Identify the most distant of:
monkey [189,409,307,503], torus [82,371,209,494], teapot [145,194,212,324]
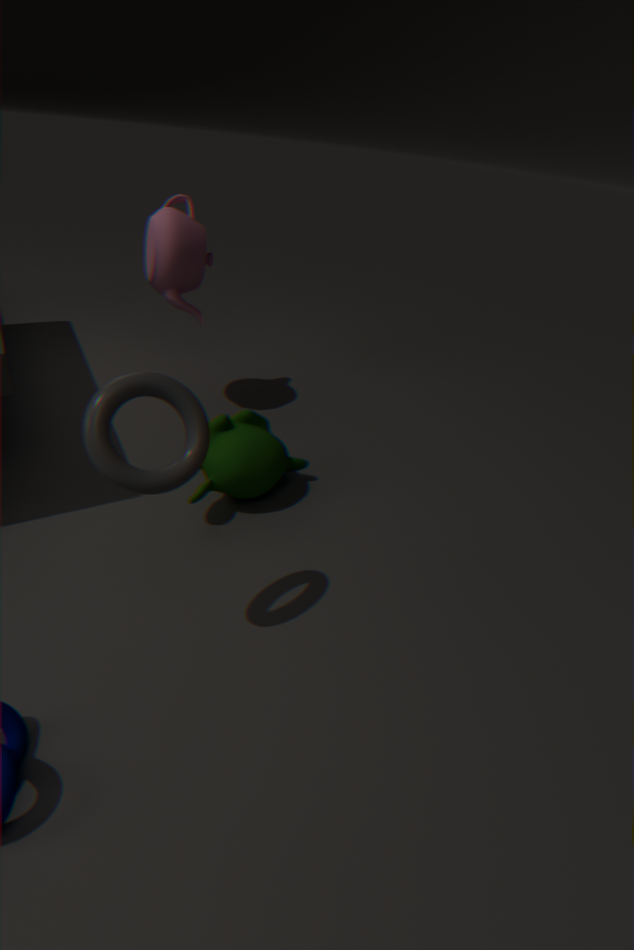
teapot [145,194,212,324]
